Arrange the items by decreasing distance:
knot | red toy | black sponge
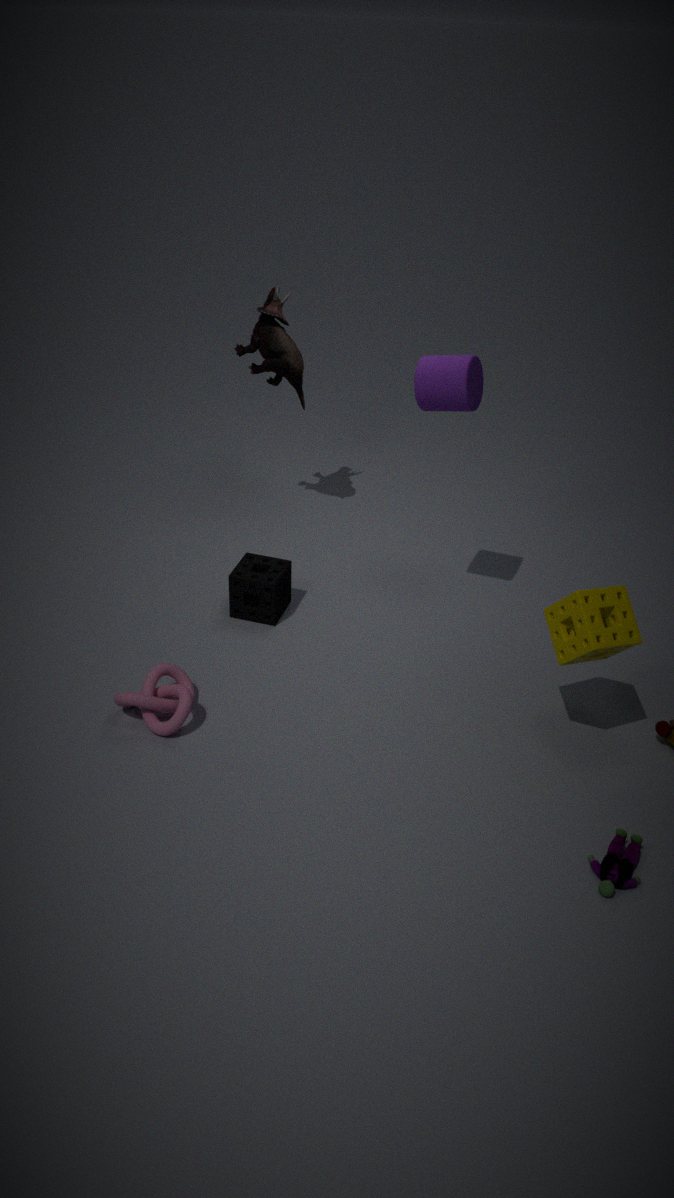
1. black sponge
2. knot
3. red toy
